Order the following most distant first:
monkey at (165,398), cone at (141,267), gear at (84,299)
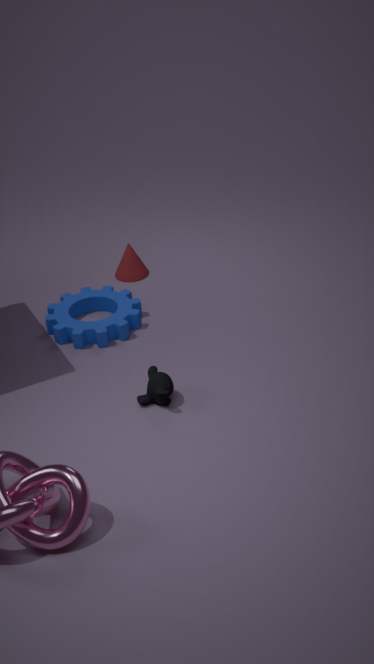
cone at (141,267) < gear at (84,299) < monkey at (165,398)
